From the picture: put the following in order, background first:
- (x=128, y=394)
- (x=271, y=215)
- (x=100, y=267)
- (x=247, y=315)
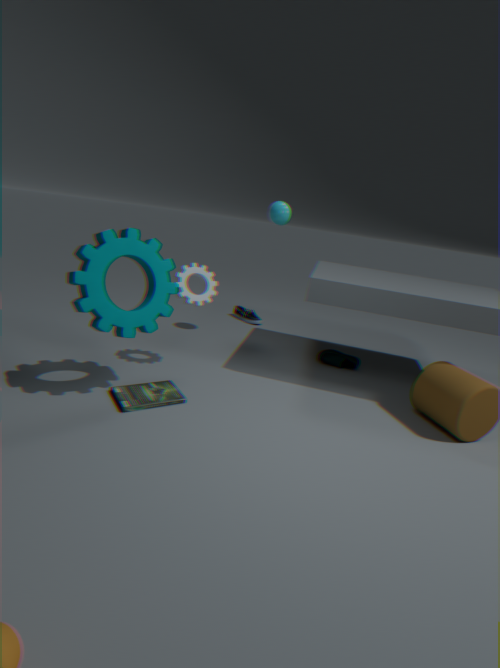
(x=247, y=315) < (x=271, y=215) < (x=128, y=394) < (x=100, y=267)
